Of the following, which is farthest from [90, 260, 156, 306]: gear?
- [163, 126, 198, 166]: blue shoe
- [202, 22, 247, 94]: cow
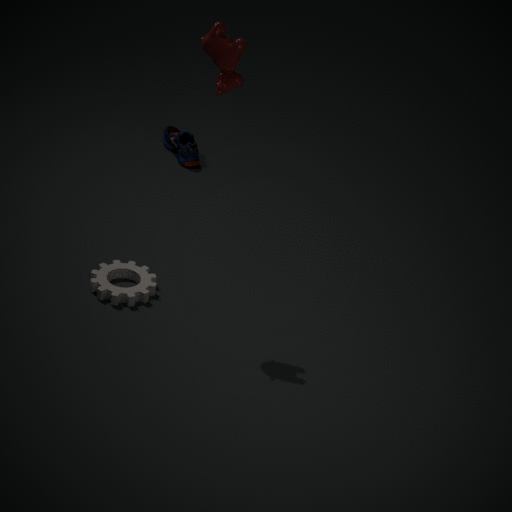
[163, 126, 198, 166]: blue shoe
